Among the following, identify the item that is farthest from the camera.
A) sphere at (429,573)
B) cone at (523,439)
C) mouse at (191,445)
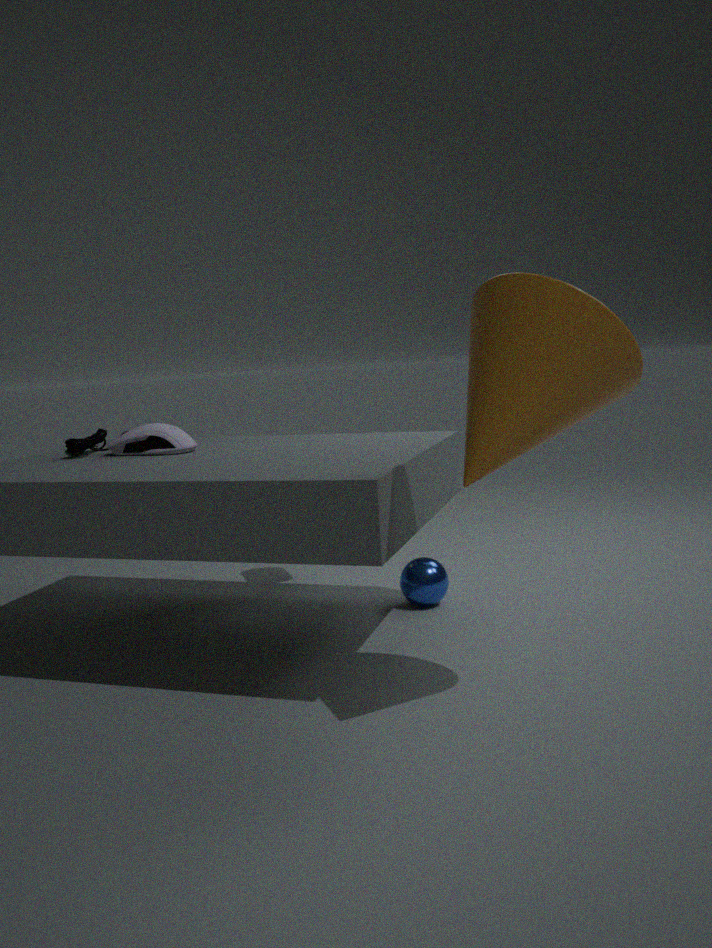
sphere at (429,573)
